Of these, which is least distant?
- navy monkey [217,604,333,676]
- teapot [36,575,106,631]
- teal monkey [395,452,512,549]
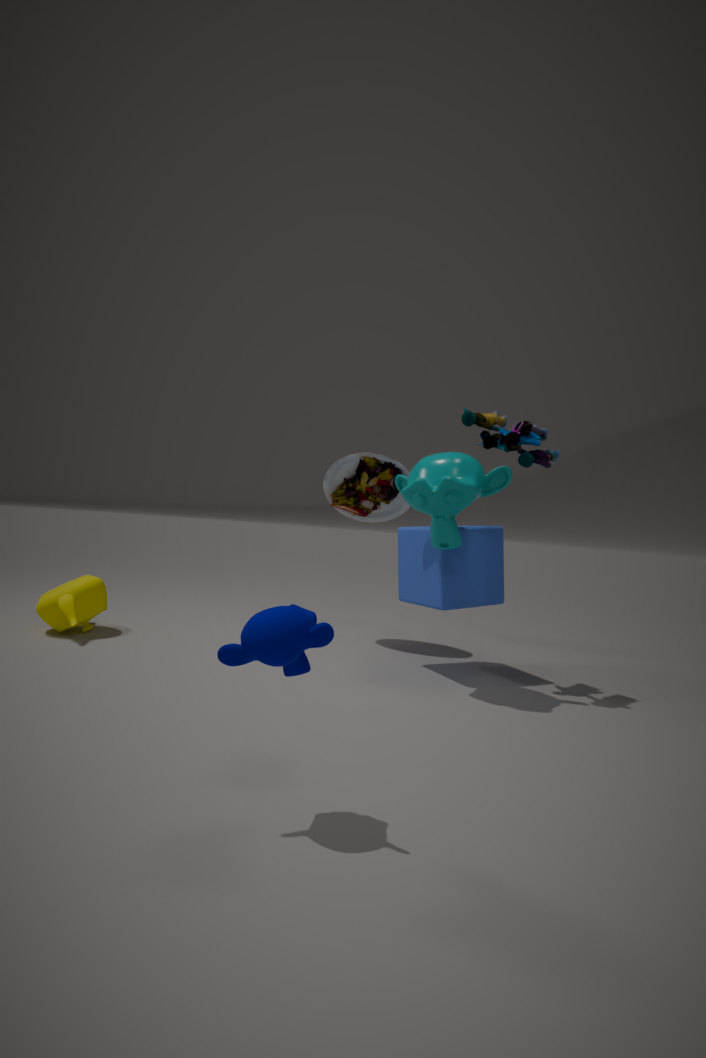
navy monkey [217,604,333,676]
